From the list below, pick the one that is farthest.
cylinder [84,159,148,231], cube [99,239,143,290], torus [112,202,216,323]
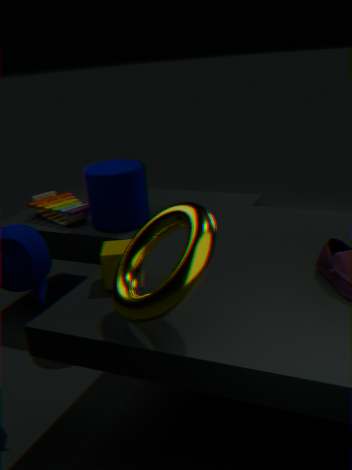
cylinder [84,159,148,231]
